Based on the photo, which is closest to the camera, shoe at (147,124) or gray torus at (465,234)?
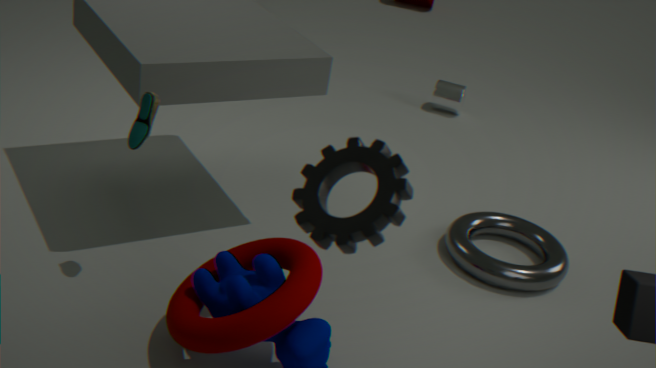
shoe at (147,124)
